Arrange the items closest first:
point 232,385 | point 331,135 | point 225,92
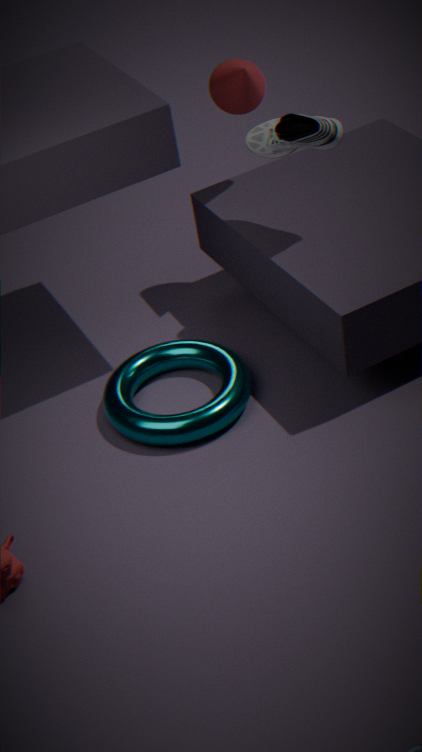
point 331,135, point 232,385, point 225,92
